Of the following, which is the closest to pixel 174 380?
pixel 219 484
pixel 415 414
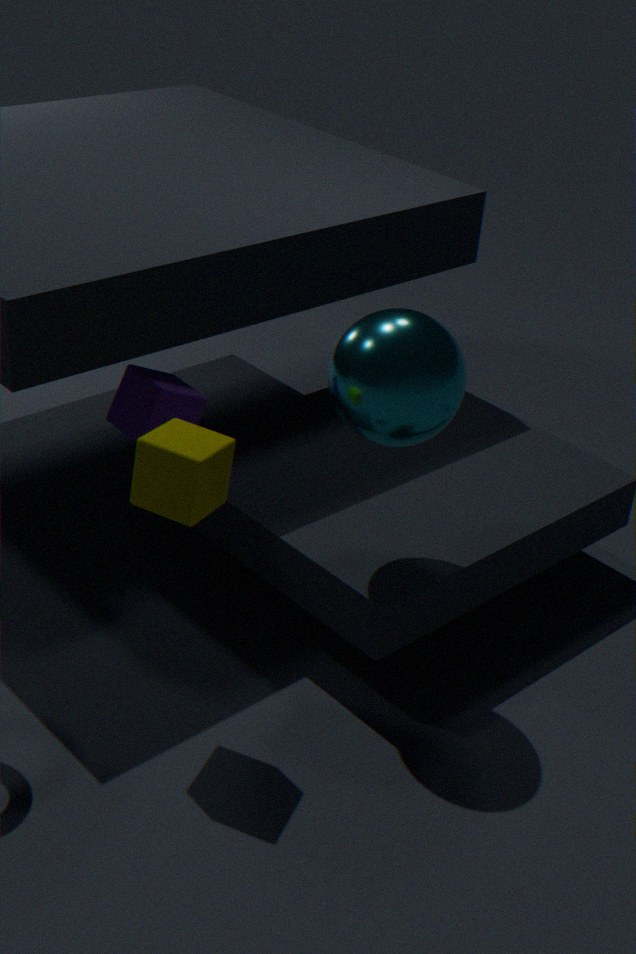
pixel 219 484
